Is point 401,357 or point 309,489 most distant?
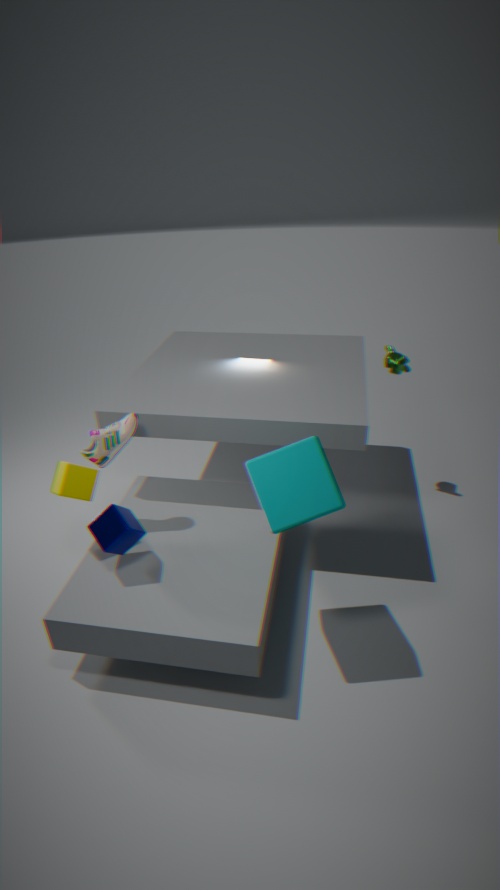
point 401,357
